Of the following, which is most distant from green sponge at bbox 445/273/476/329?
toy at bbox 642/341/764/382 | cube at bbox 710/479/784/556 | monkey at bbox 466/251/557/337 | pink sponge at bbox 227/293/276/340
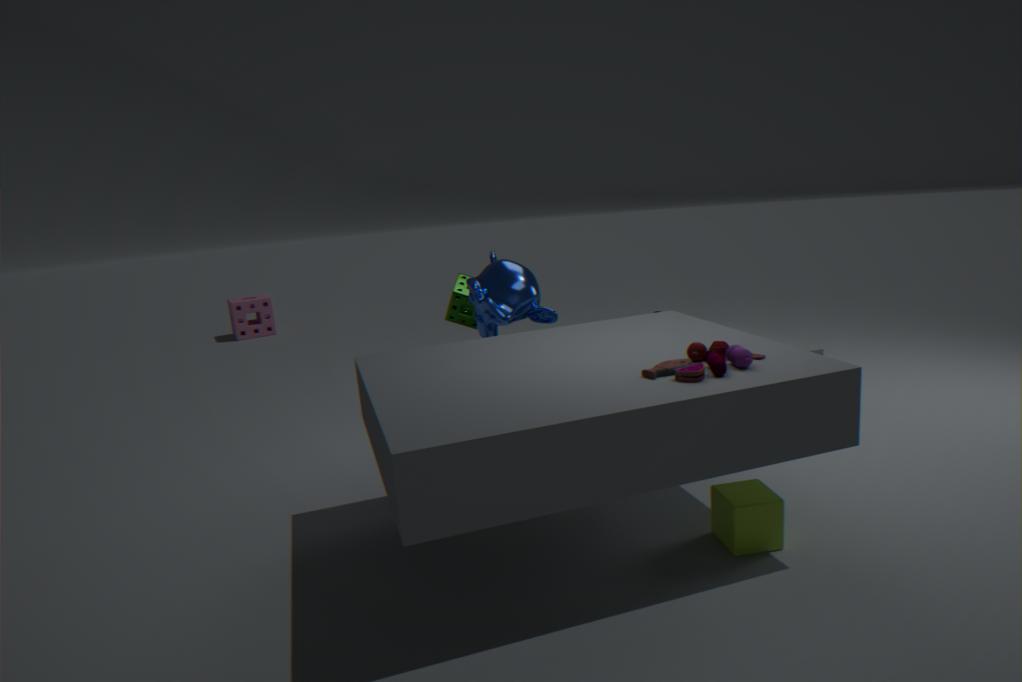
pink sponge at bbox 227/293/276/340
